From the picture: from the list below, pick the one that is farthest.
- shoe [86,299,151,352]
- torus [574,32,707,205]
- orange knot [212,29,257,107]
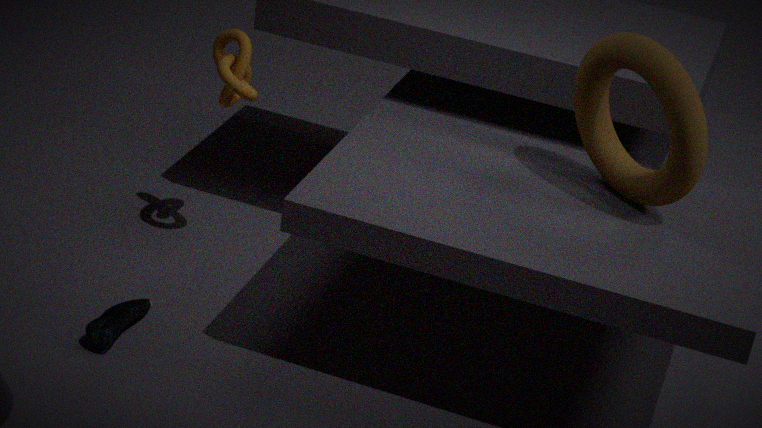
orange knot [212,29,257,107]
